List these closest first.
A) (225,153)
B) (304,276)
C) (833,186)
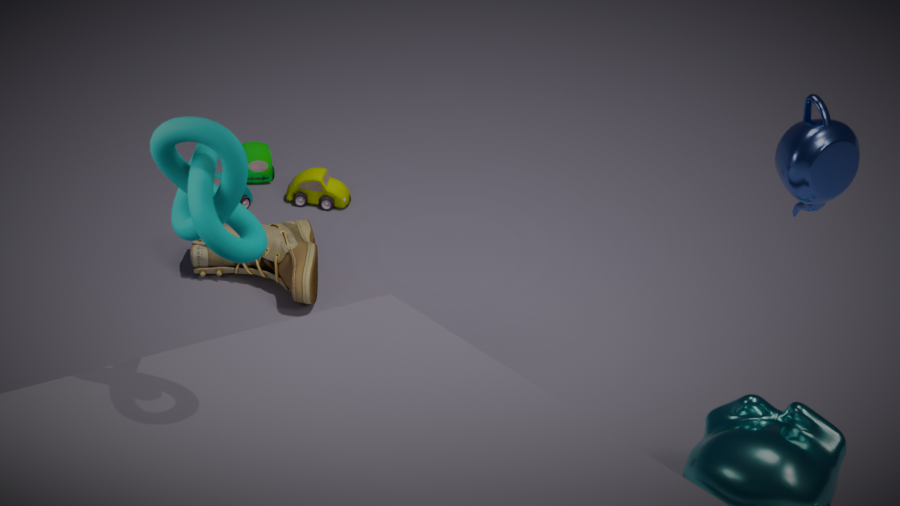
(225,153) < (833,186) < (304,276)
